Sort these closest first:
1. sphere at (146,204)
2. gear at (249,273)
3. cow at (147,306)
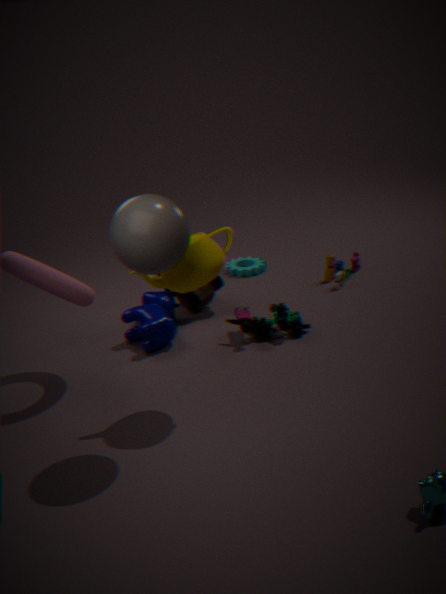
sphere at (146,204)
cow at (147,306)
gear at (249,273)
